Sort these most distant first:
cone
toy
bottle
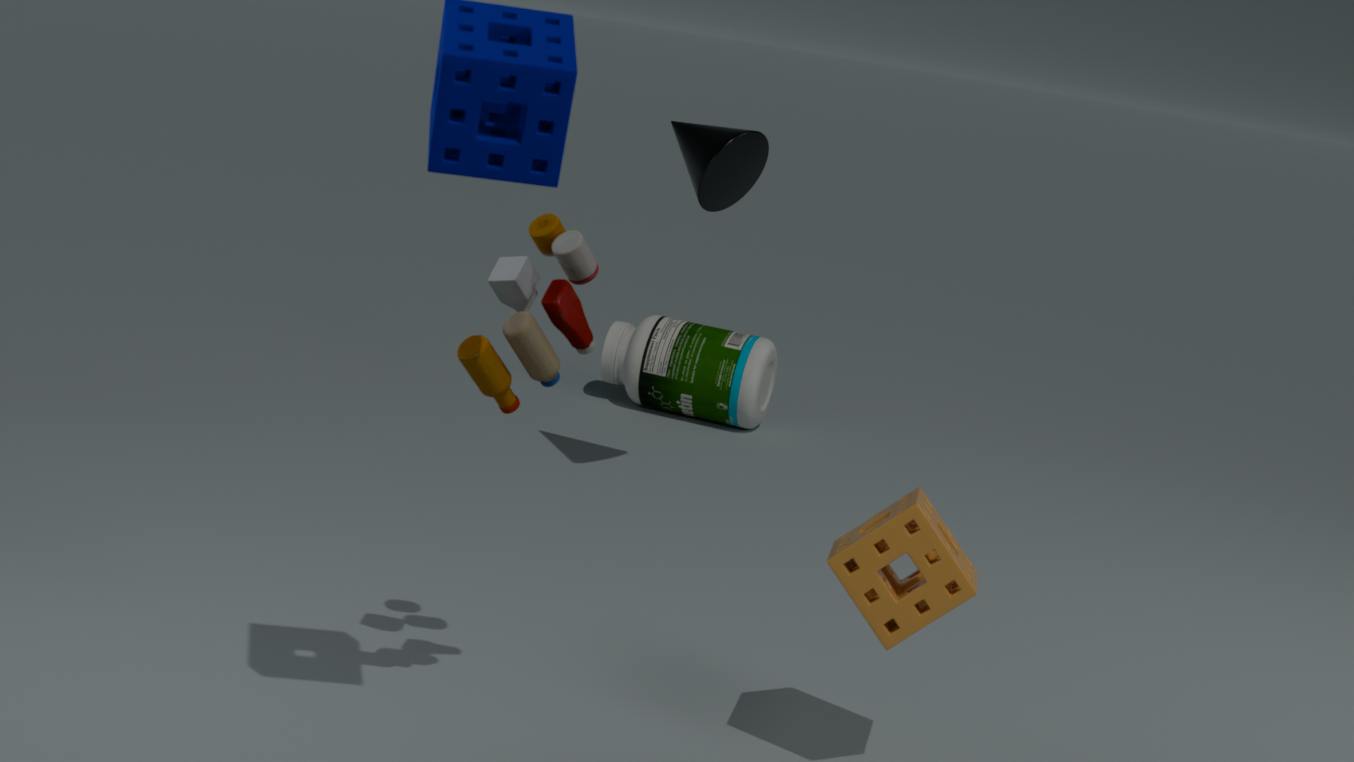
bottle < cone < toy
